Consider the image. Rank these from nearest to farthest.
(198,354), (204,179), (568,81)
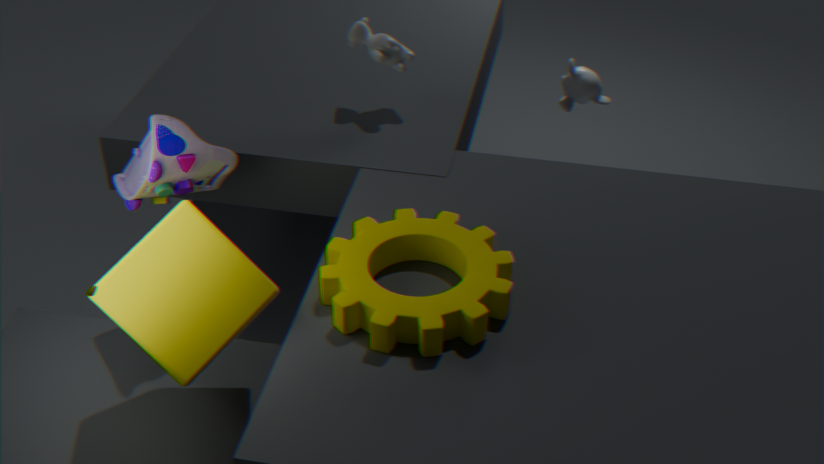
1. (198,354)
2. (204,179)
3. (568,81)
